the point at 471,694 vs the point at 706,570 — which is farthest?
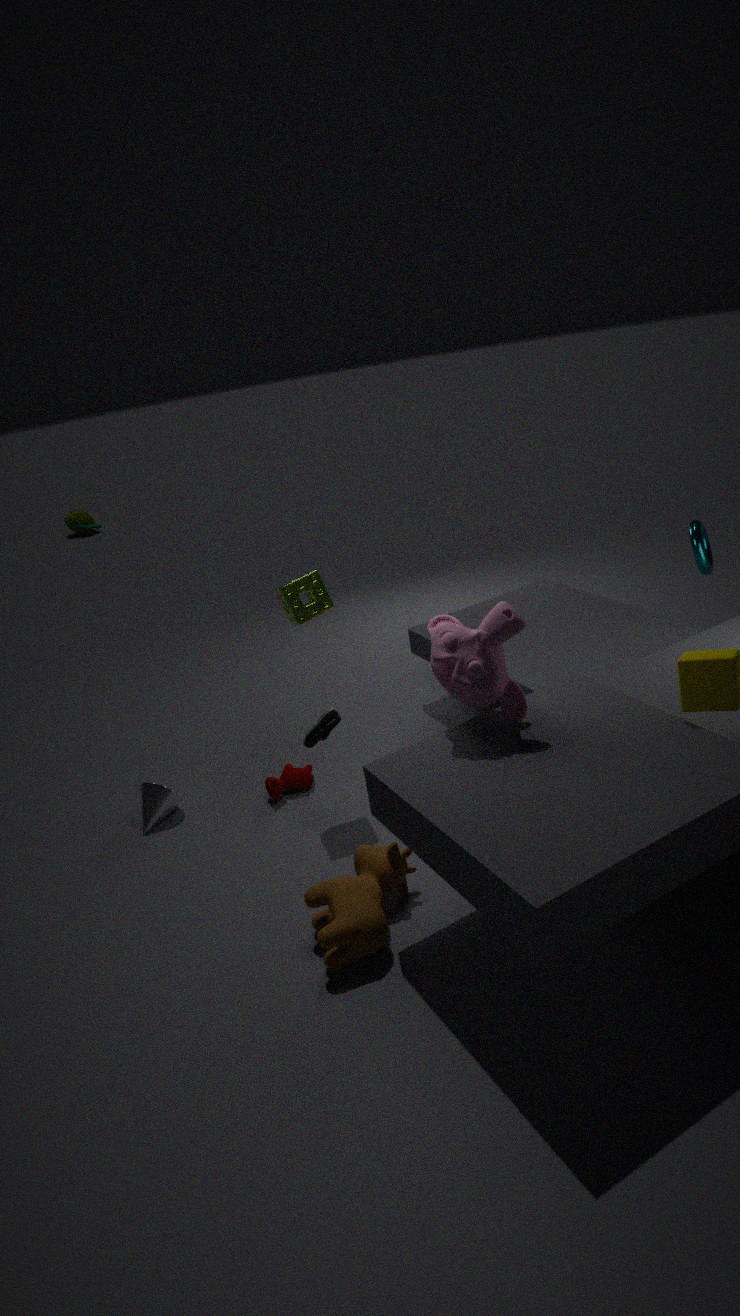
the point at 706,570
